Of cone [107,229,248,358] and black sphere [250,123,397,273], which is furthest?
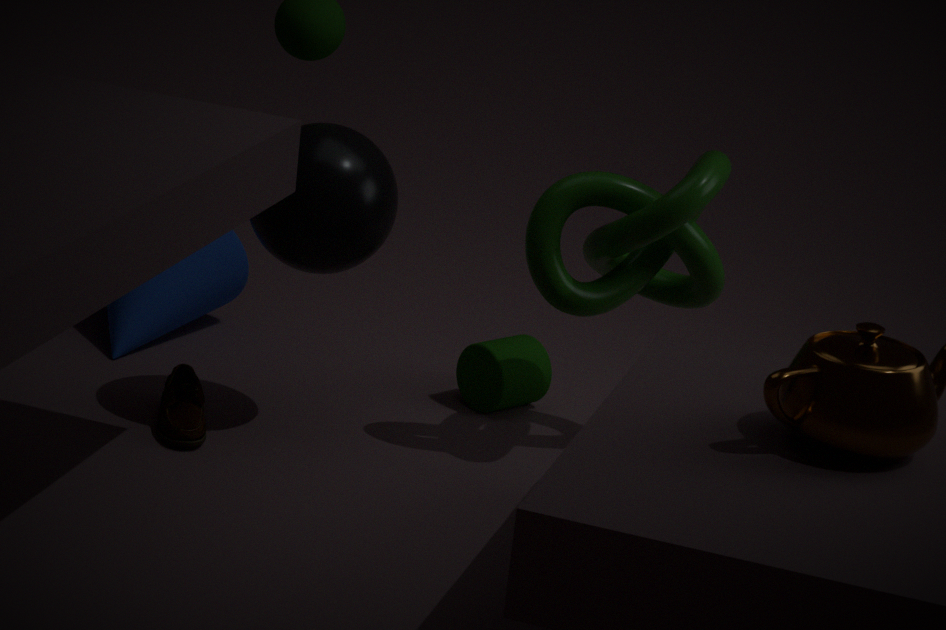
cone [107,229,248,358]
